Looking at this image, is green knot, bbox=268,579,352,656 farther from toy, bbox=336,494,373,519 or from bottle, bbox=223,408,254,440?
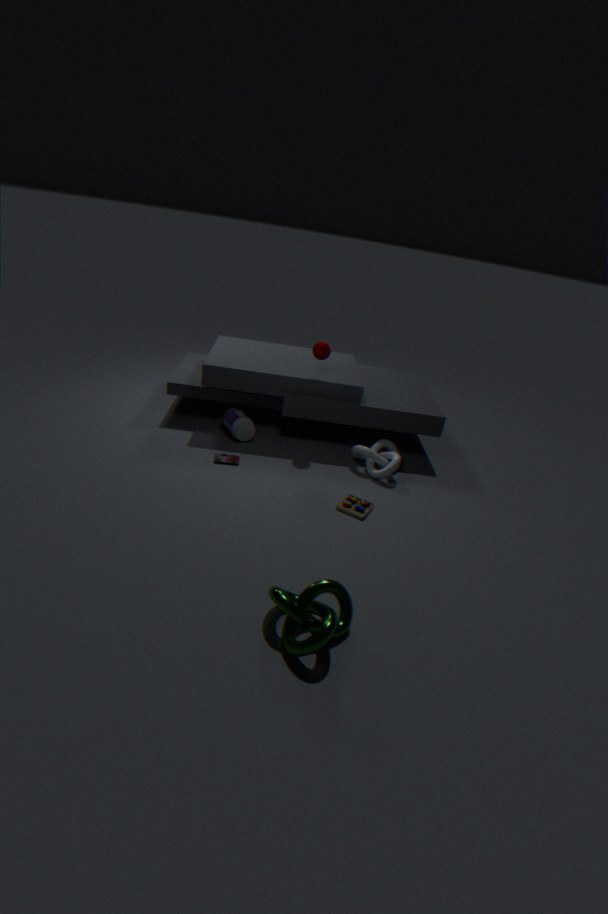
bottle, bbox=223,408,254,440
